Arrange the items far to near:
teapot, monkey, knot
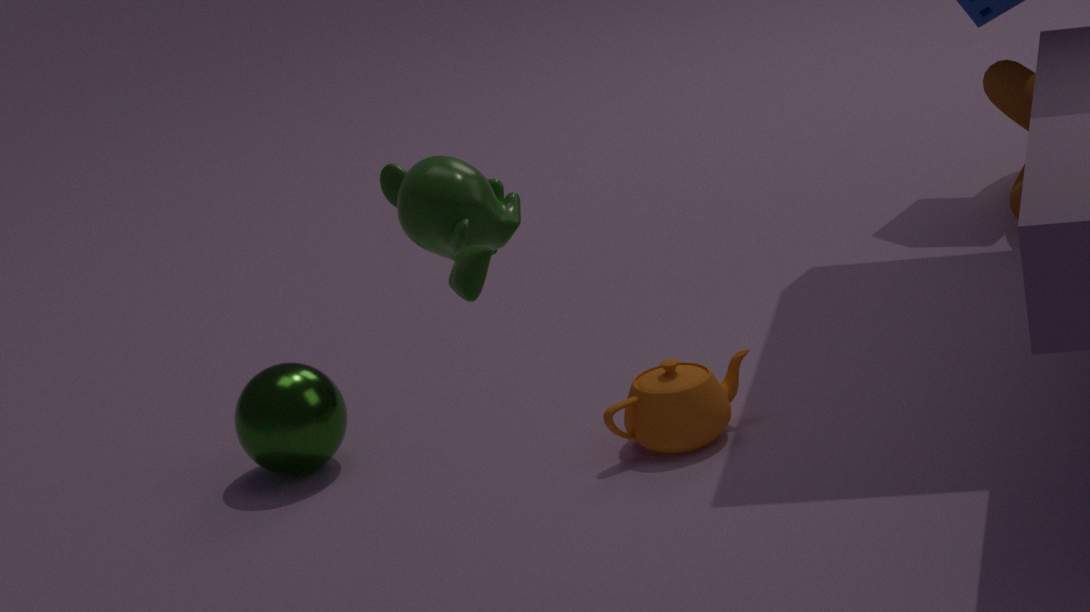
knot, teapot, monkey
